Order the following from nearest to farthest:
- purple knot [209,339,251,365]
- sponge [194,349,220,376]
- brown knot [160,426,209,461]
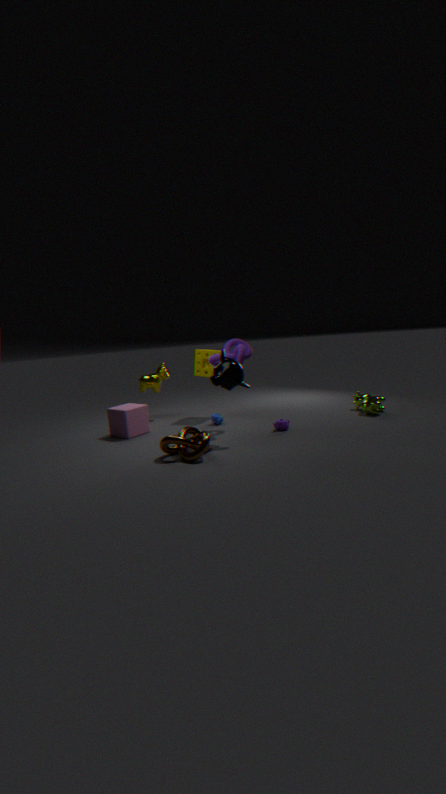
1. brown knot [160,426,209,461]
2. purple knot [209,339,251,365]
3. sponge [194,349,220,376]
